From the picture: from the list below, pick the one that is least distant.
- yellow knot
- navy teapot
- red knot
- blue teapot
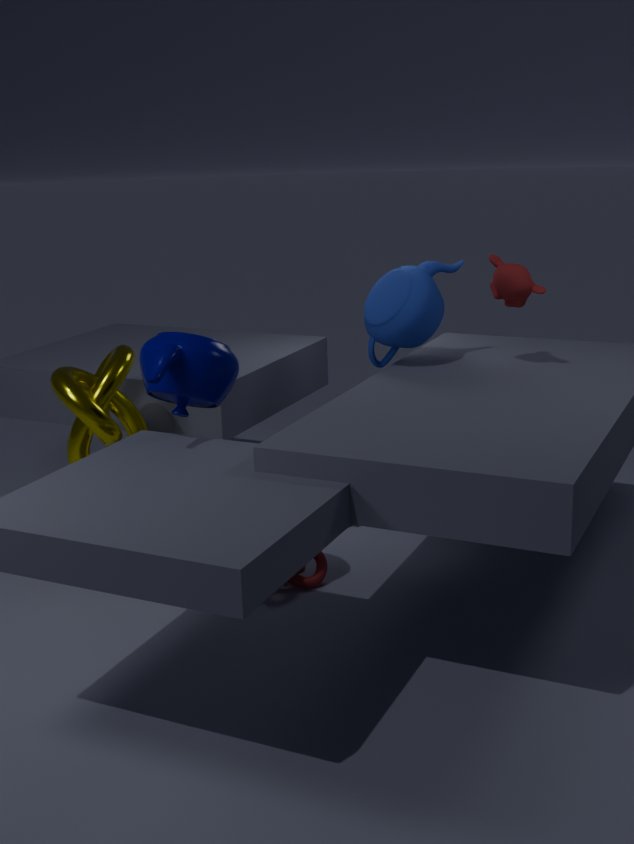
navy teapot
